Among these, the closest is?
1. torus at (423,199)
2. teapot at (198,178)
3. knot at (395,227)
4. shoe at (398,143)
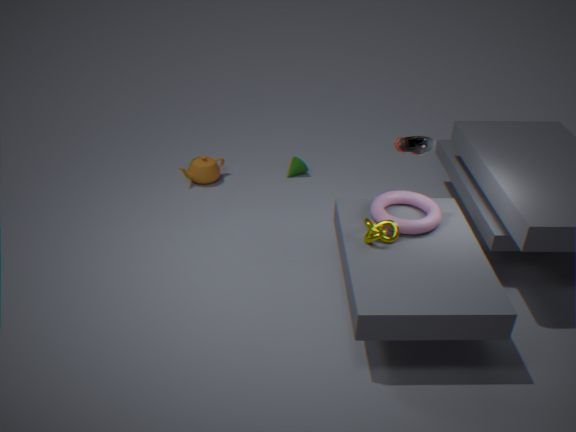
knot at (395,227)
